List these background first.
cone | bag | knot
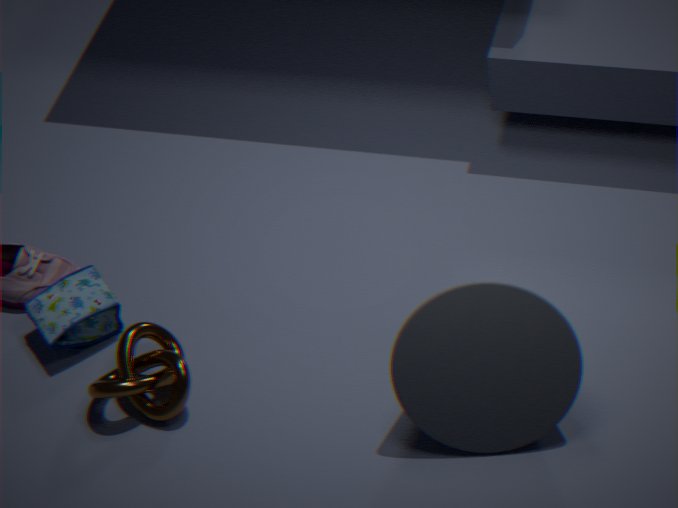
1. bag
2. knot
3. cone
